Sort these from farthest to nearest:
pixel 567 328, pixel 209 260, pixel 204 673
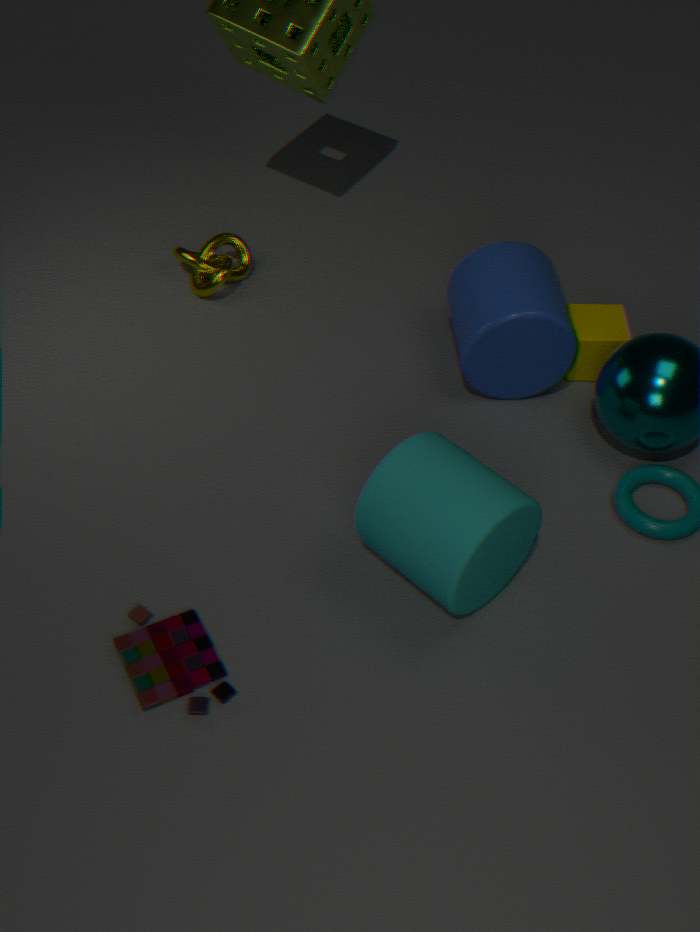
pixel 209 260 → pixel 567 328 → pixel 204 673
